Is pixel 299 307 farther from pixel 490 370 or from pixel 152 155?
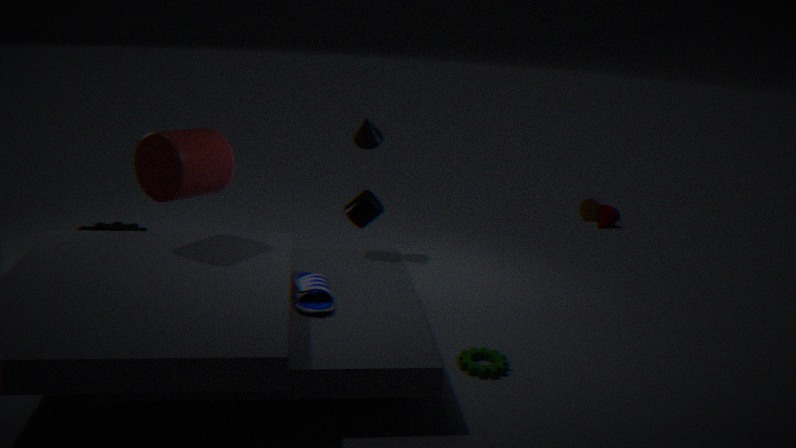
pixel 490 370
